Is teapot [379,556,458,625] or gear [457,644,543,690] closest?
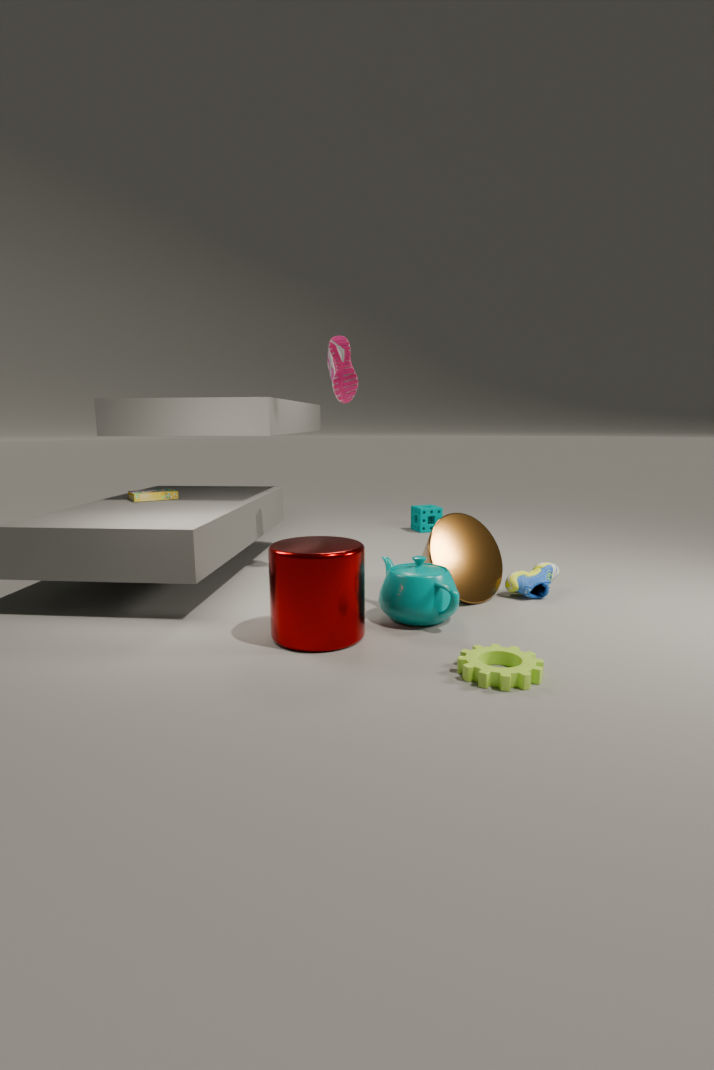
gear [457,644,543,690]
